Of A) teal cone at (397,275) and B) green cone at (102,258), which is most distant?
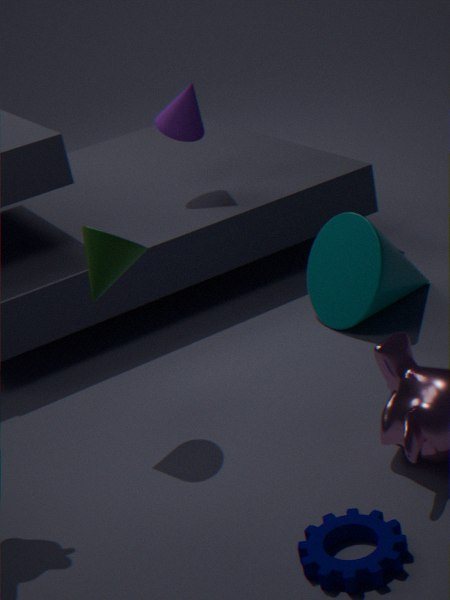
A. teal cone at (397,275)
